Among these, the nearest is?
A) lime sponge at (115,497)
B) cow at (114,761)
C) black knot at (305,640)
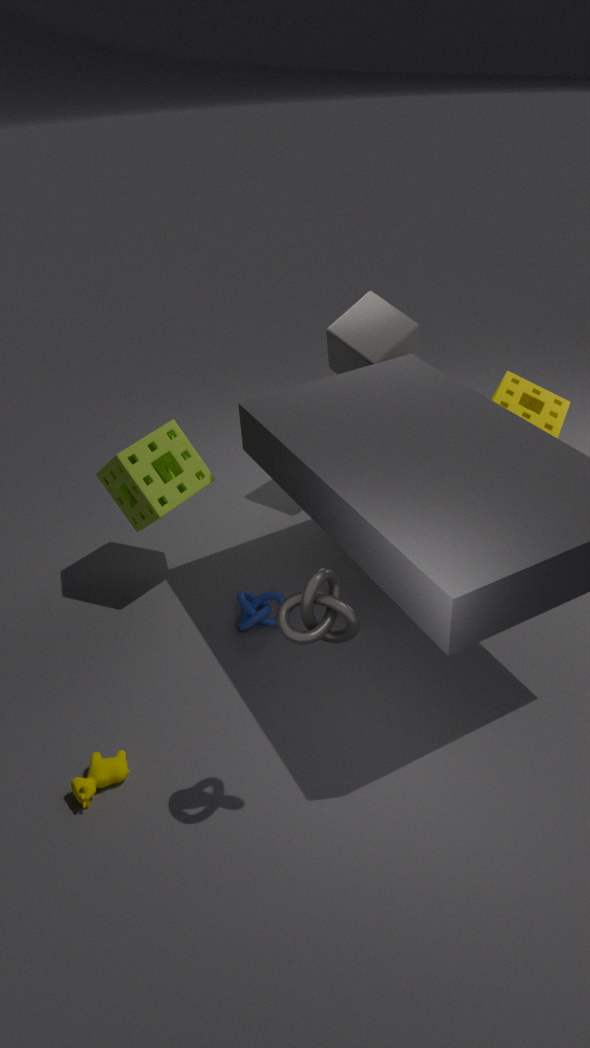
black knot at (305,640)
